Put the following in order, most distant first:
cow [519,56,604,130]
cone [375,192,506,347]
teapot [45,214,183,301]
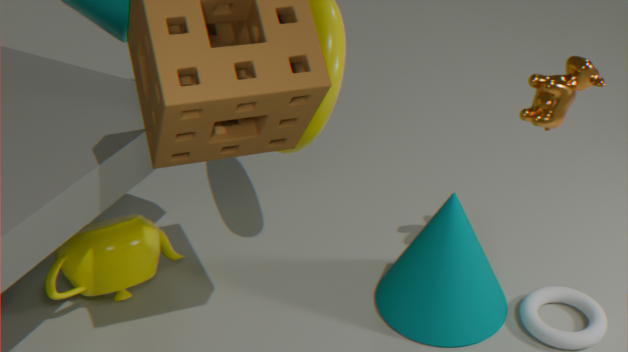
teapot [45,214,183,301] → cone [375,192,506,347] → cow [519,56,604,130]
